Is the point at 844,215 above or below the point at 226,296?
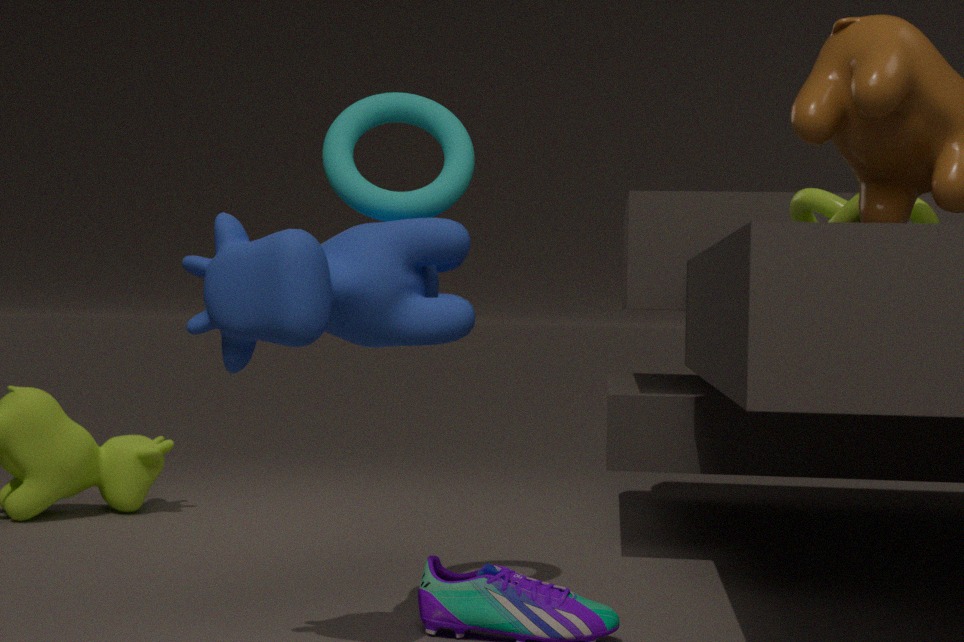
above
